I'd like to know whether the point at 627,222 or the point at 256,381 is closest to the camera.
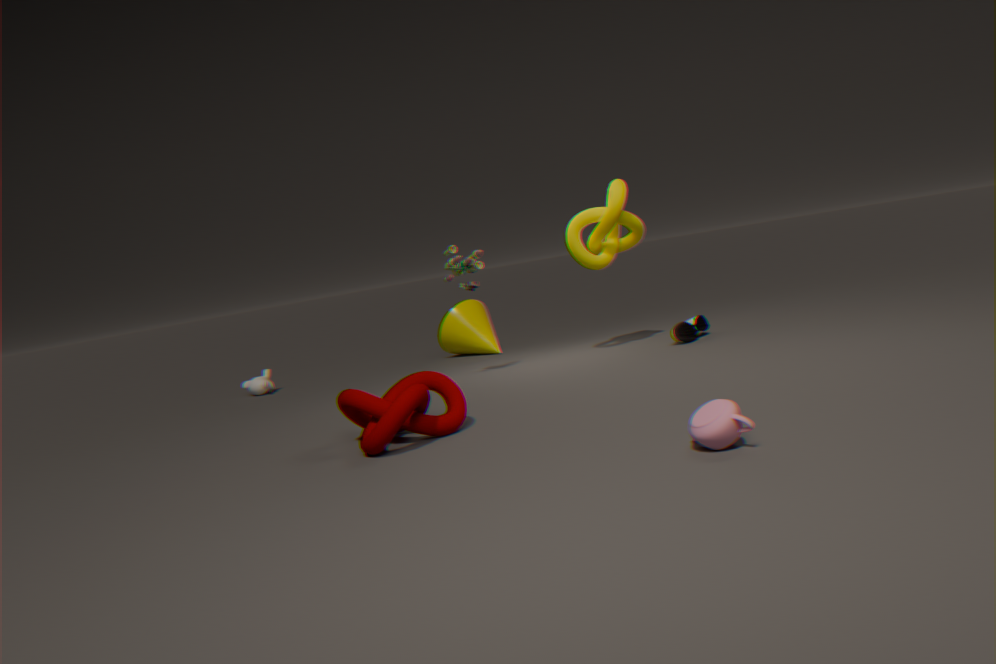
the point at 627,222
